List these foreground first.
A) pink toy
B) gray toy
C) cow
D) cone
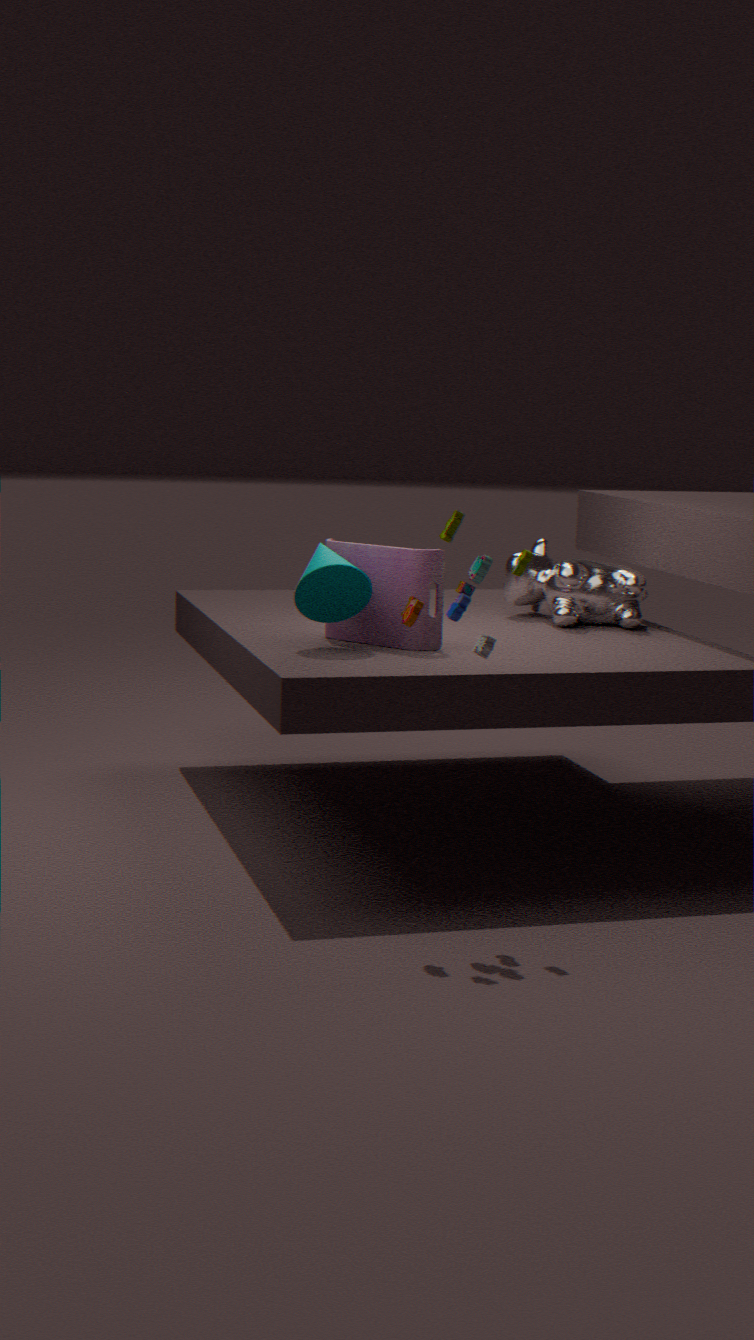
gray toy
cone
pink toy
cow
